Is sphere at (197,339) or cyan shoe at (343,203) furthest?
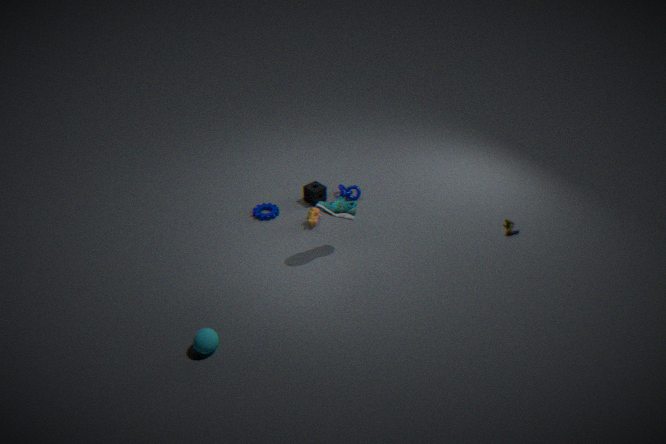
cyan shoe at (343,203)
